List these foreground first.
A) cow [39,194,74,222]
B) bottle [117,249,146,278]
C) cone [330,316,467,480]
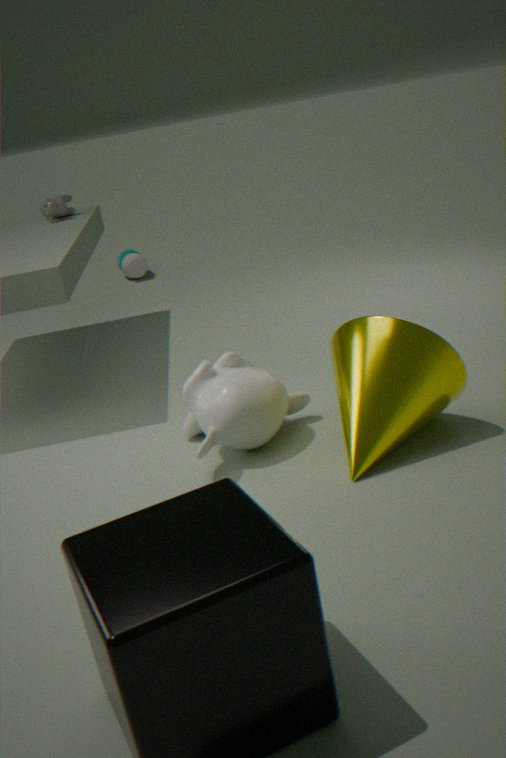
cone [330,316,467,480]
cow [39,194,74,222]
bottle [117,249,146,278]
